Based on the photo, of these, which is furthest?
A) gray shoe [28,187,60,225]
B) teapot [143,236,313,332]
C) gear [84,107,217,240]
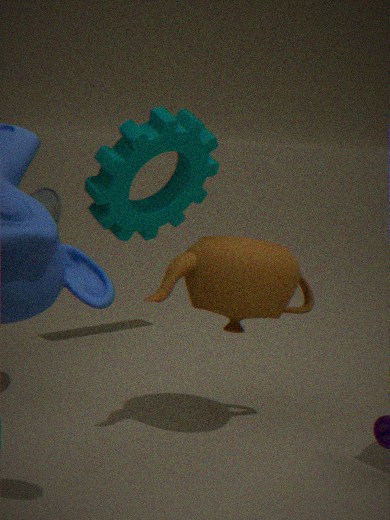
gear [84,107,217,240]
